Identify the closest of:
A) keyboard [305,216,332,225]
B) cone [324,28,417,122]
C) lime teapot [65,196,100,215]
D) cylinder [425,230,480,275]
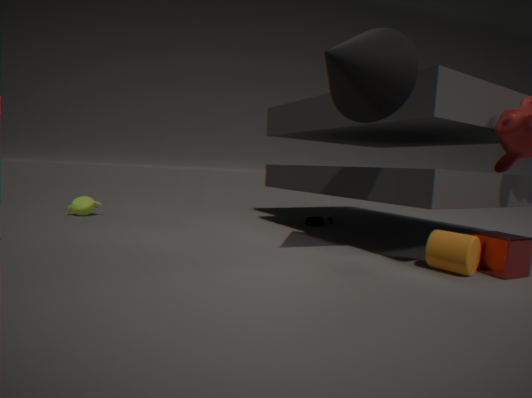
cone [324,28,417,122]
